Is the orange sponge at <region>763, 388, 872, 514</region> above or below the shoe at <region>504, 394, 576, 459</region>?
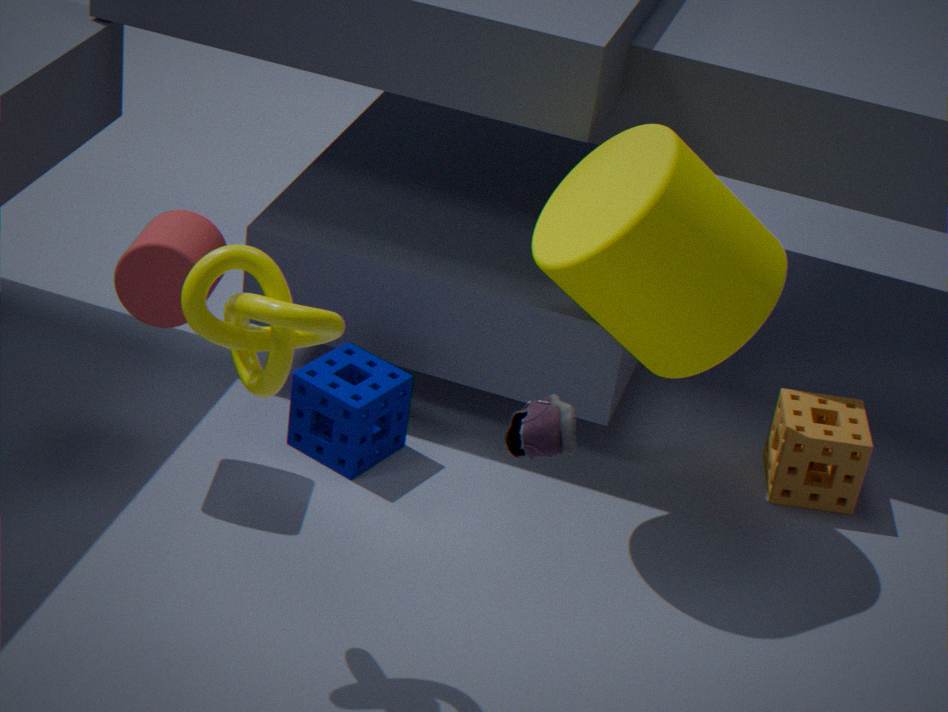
below
